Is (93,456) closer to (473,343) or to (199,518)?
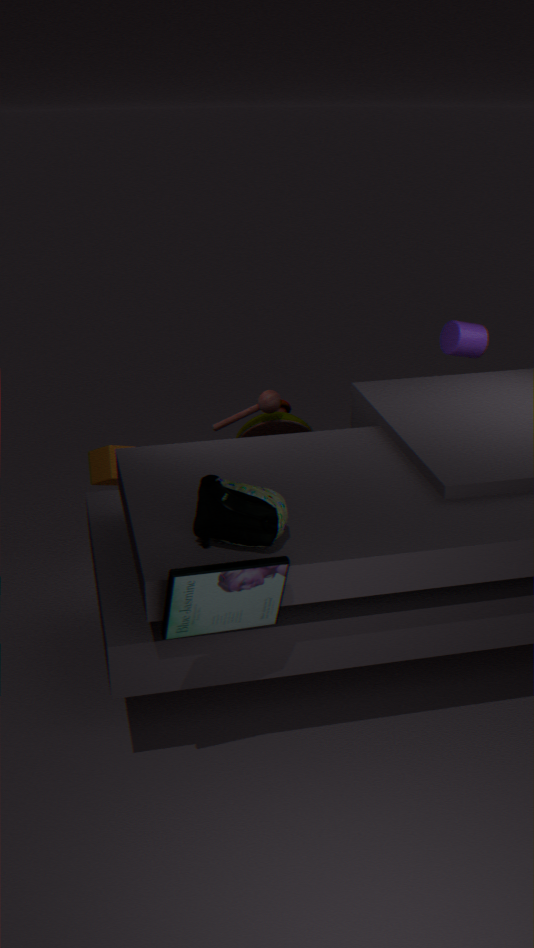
(199,518)
